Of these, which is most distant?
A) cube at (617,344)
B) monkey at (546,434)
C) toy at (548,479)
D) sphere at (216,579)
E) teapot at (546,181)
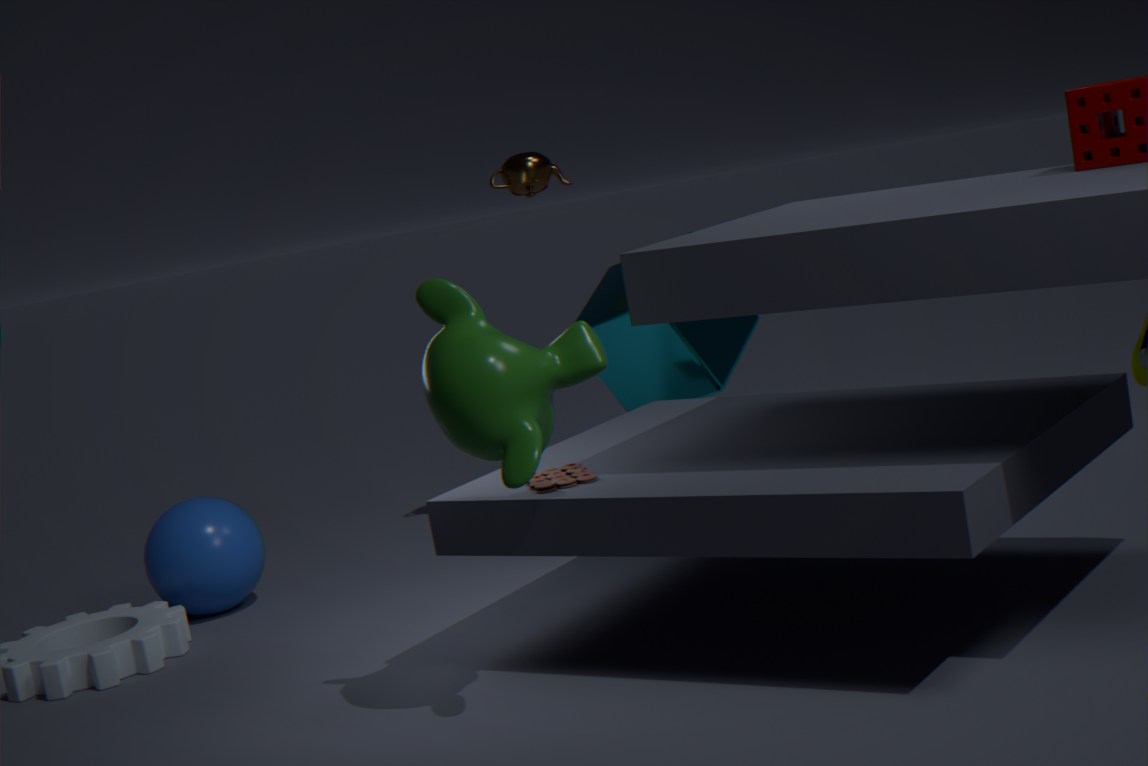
teapot at (546,181)
